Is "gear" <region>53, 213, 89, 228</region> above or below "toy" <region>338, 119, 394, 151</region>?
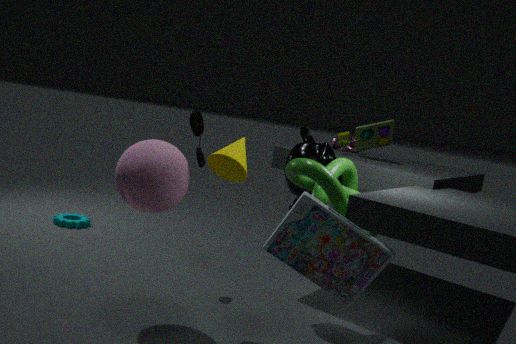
below
